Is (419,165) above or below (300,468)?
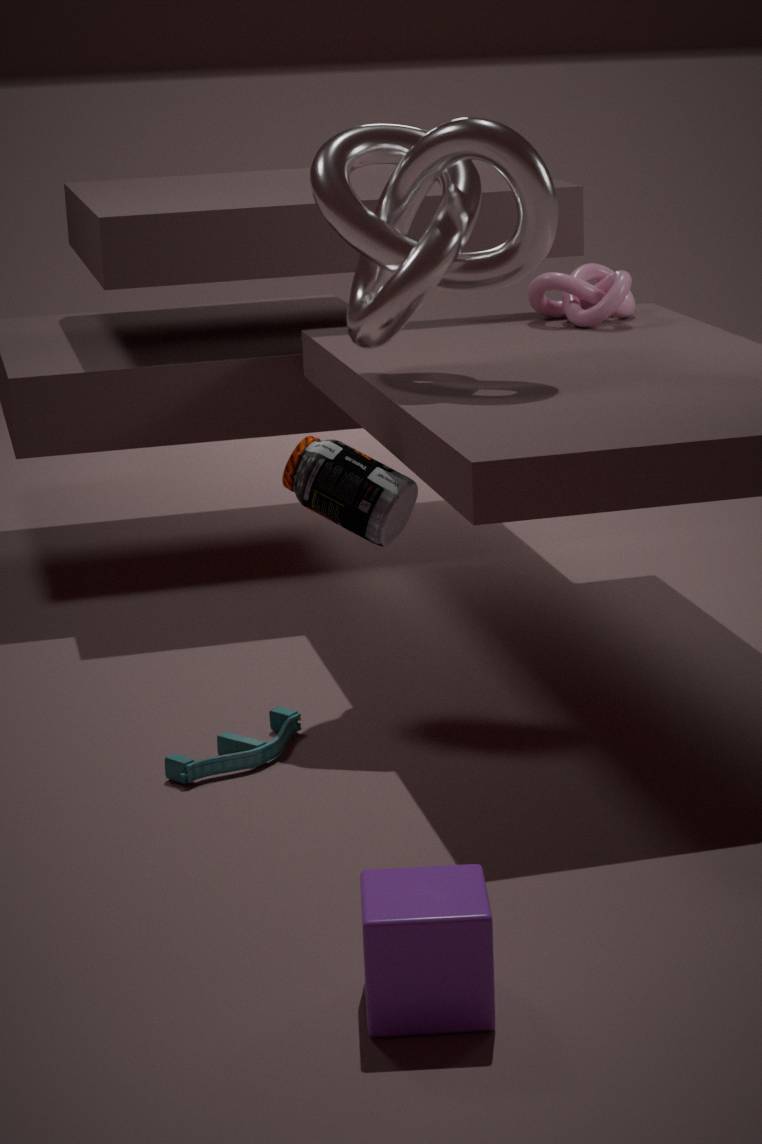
above
